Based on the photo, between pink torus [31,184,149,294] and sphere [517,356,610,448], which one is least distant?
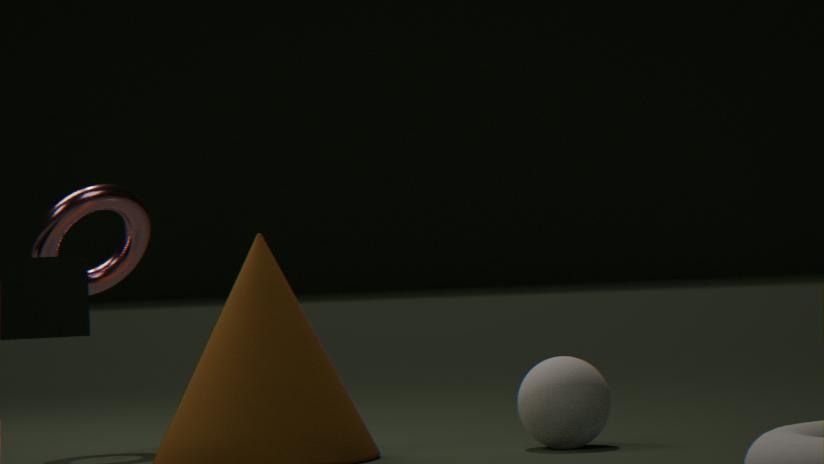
sphere [517,356,610,448]
